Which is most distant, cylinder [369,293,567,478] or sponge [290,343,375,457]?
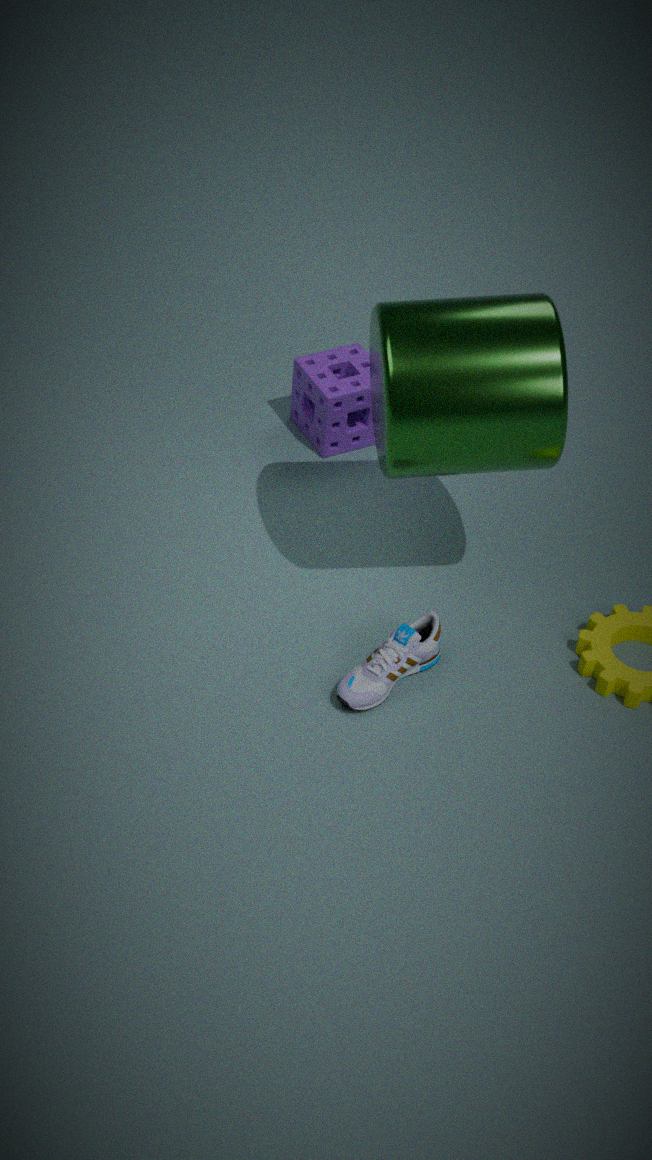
sponge [290,343,375,457]
